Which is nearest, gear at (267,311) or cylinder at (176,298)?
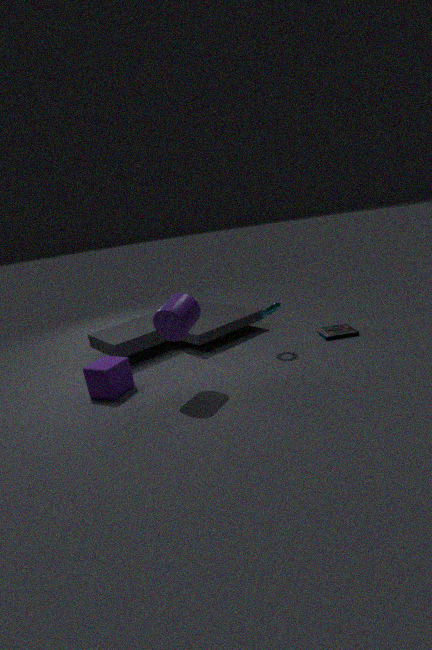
cylinder at (176,298)
